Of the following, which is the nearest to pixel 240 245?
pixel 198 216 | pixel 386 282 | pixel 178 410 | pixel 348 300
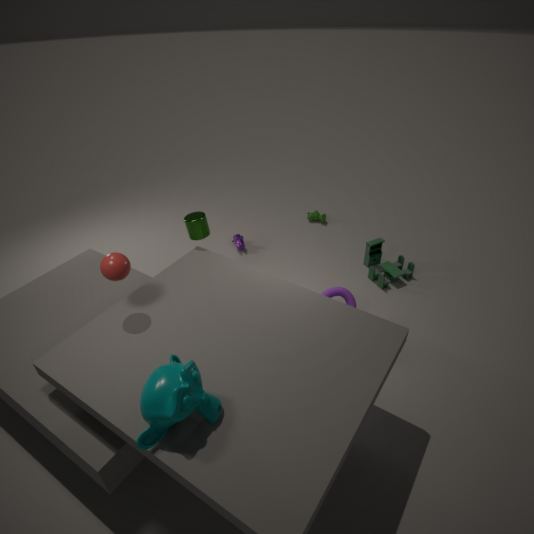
pixel 198 216
